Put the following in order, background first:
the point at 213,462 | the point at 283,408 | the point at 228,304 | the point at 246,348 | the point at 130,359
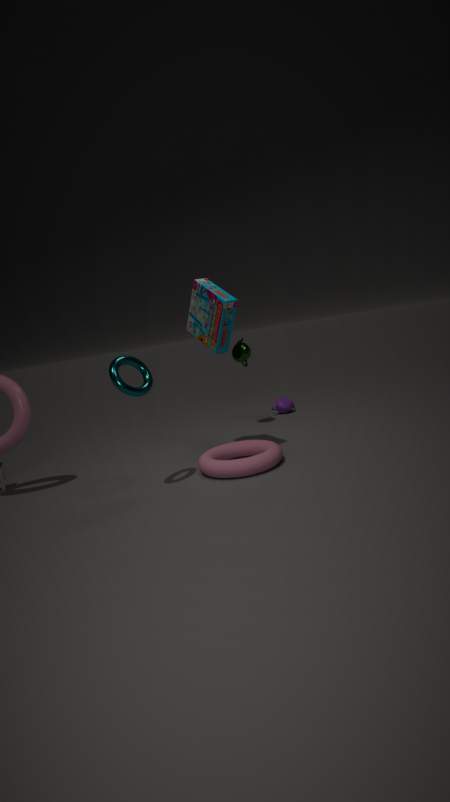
the point at 283,408 → the point at 246,348 → the point at 228,304 → the point at 213,462 → the point at 130,359
